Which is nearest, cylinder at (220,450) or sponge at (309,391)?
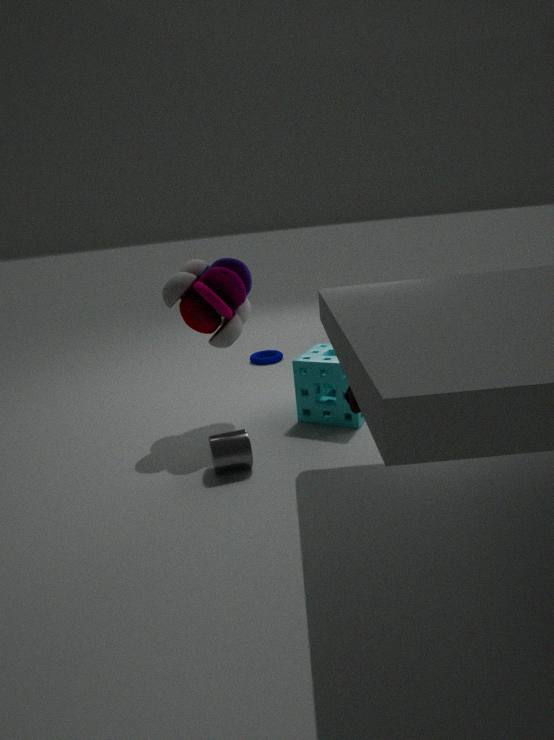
cylinder at (220,450)
